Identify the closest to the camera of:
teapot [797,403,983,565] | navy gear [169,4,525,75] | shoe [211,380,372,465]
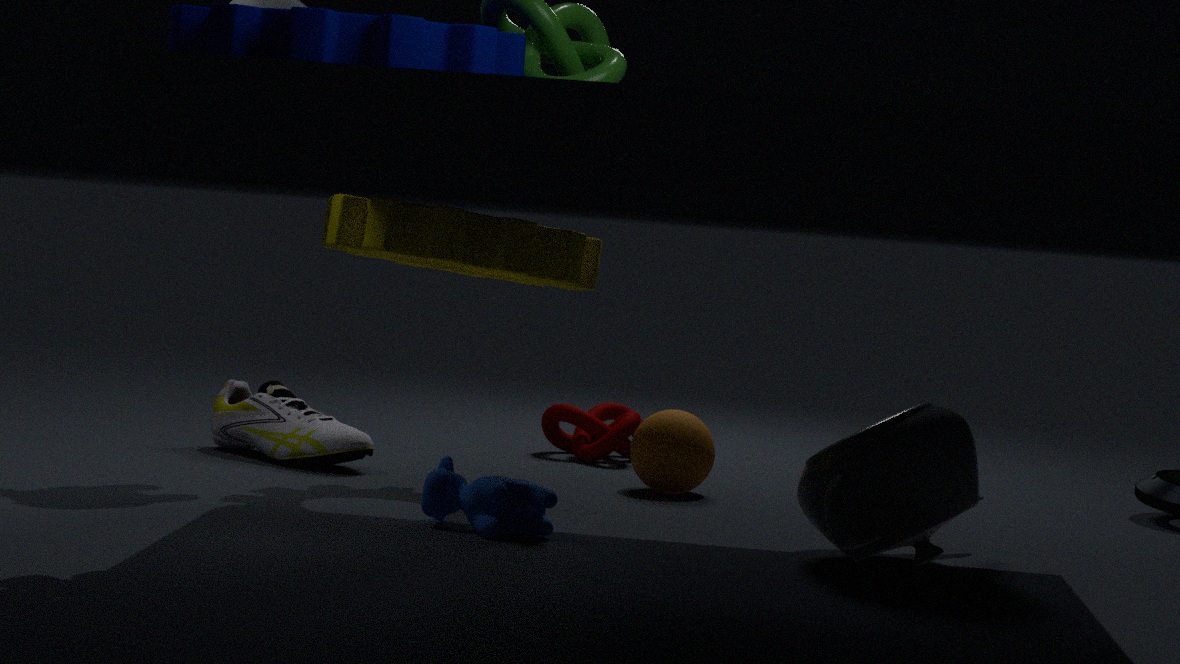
navy gear [169,4,525,75]
